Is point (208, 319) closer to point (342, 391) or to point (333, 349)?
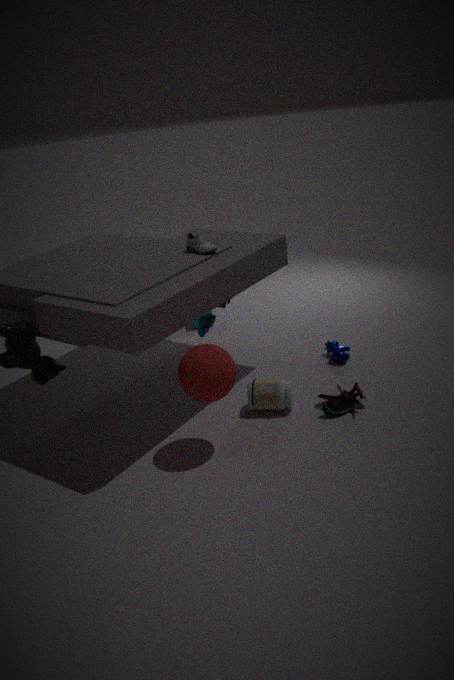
point (333, 349)
